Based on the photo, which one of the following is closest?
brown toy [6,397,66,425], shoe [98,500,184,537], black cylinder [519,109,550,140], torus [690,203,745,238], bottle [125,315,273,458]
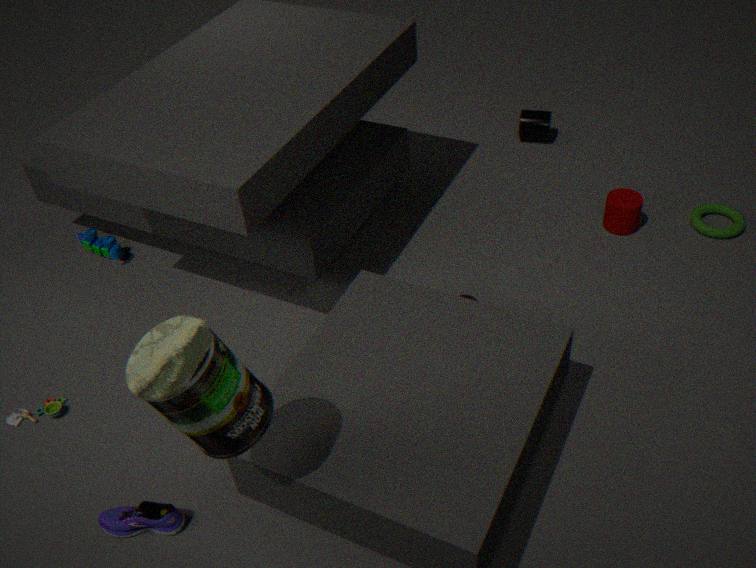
bottle [125,315,273,458]
